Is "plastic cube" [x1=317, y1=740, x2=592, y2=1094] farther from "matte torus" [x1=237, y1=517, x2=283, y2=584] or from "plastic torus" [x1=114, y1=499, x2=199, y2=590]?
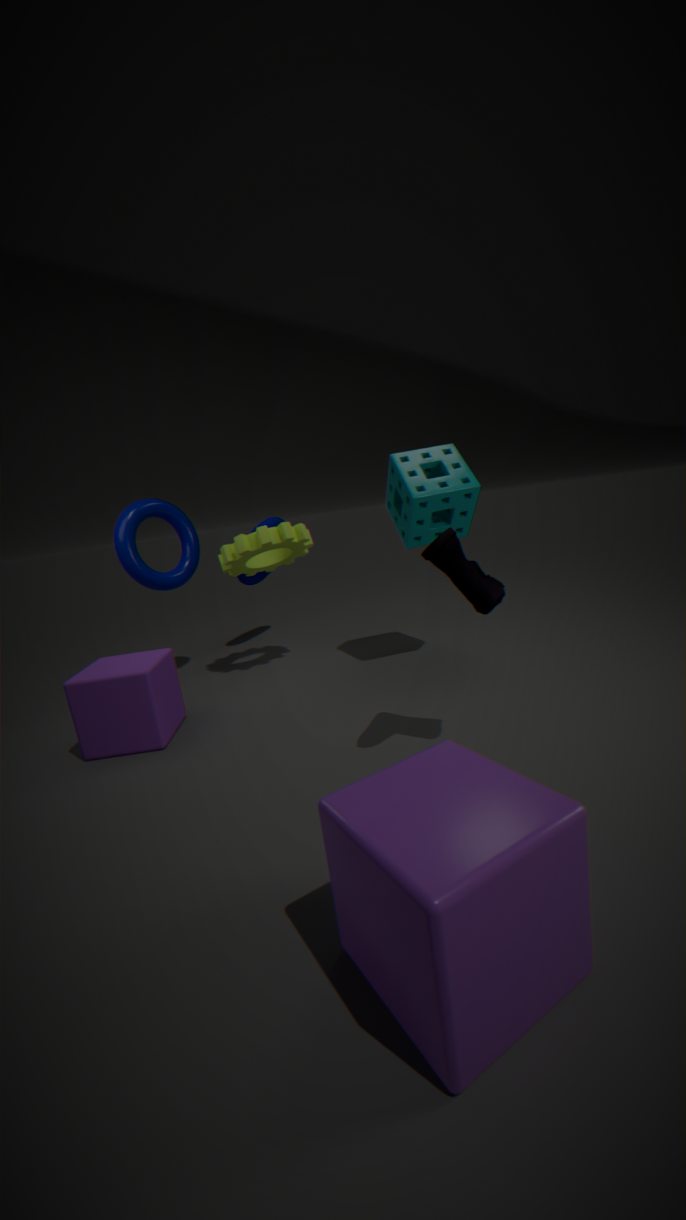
"matte torus" [x1=237, y1=517, x2=283, y2=584]
